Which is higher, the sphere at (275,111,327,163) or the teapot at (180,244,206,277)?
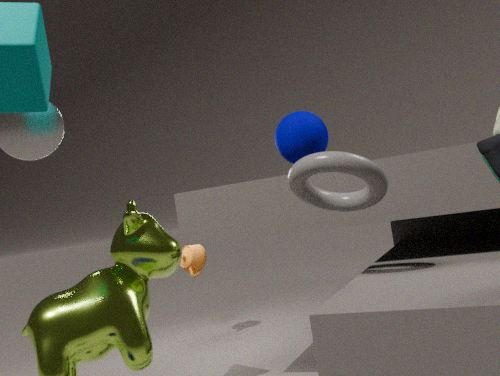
the sphere at (275,111,327,163)
